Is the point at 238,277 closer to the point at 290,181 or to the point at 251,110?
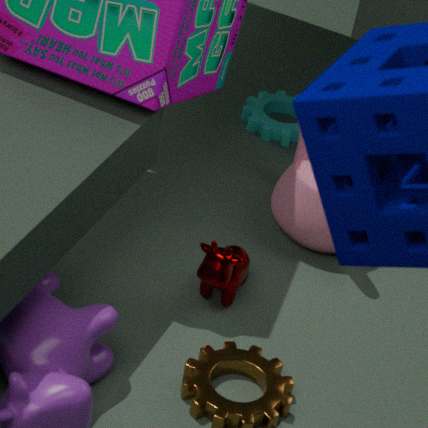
the point at 290,181
